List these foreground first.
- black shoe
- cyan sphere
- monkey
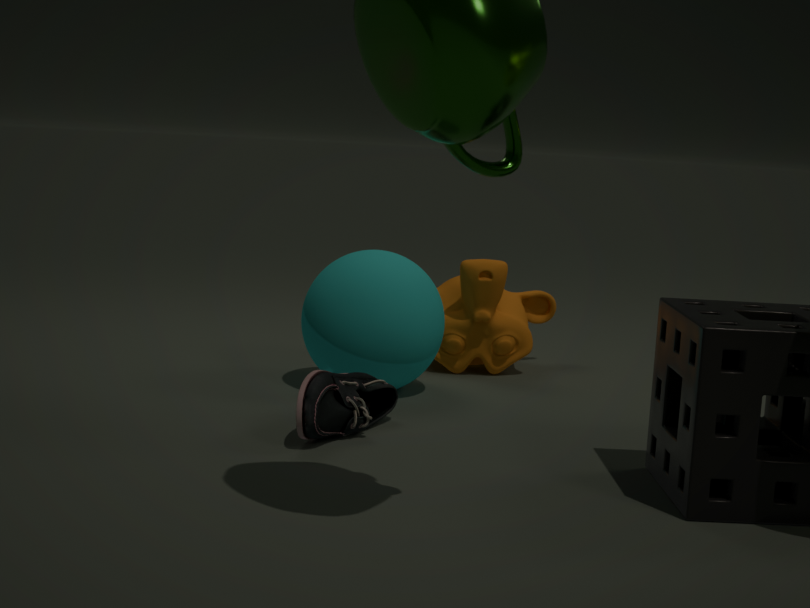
black shoe → cyan sphere → monkey
